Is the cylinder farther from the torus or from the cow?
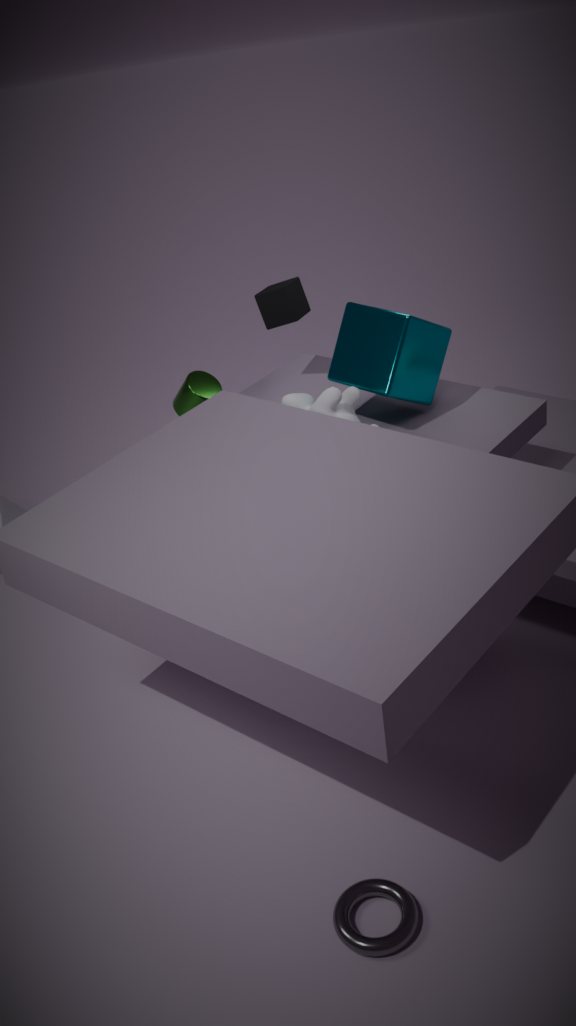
the torus
